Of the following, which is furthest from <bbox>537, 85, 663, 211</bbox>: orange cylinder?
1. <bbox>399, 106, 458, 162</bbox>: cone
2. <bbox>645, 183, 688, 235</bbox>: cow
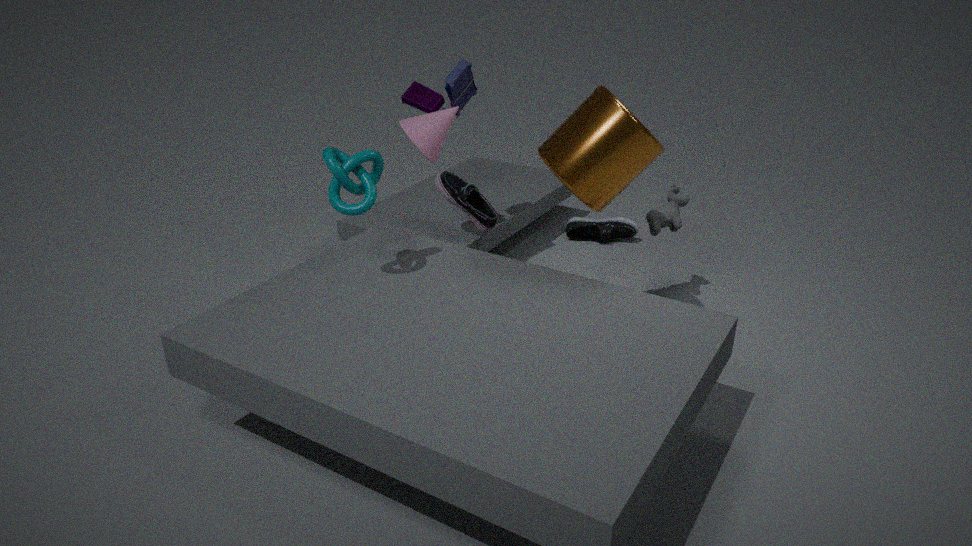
<bbox>645, 183, 688, 235</bbox>: cow
